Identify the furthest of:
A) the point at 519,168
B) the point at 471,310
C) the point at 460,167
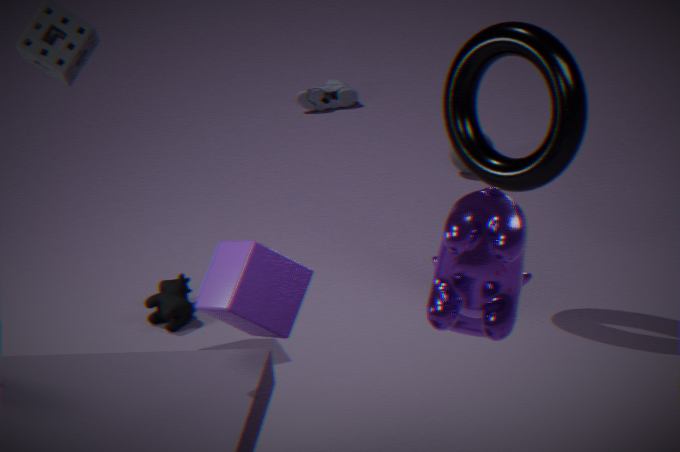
the point at 460,167
